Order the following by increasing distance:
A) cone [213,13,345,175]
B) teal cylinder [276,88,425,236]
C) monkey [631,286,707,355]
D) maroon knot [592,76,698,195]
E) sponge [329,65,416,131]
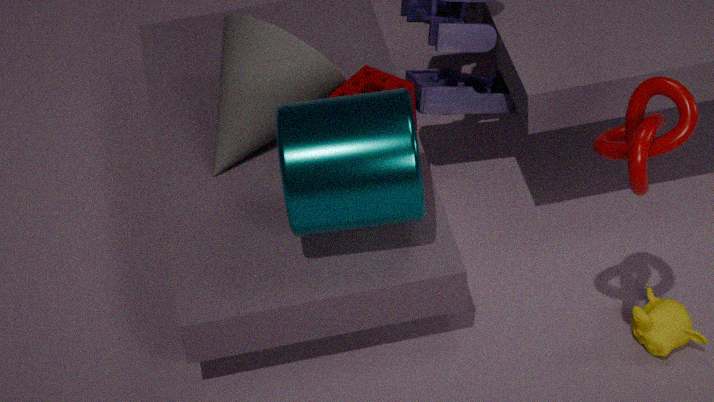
maroon knot [592,76,698,195] < teal cylinder [276,88,425,236] < monkey [631,286,707,355] < cone [213,13,345,175] < sponge [329,65,416,131]
